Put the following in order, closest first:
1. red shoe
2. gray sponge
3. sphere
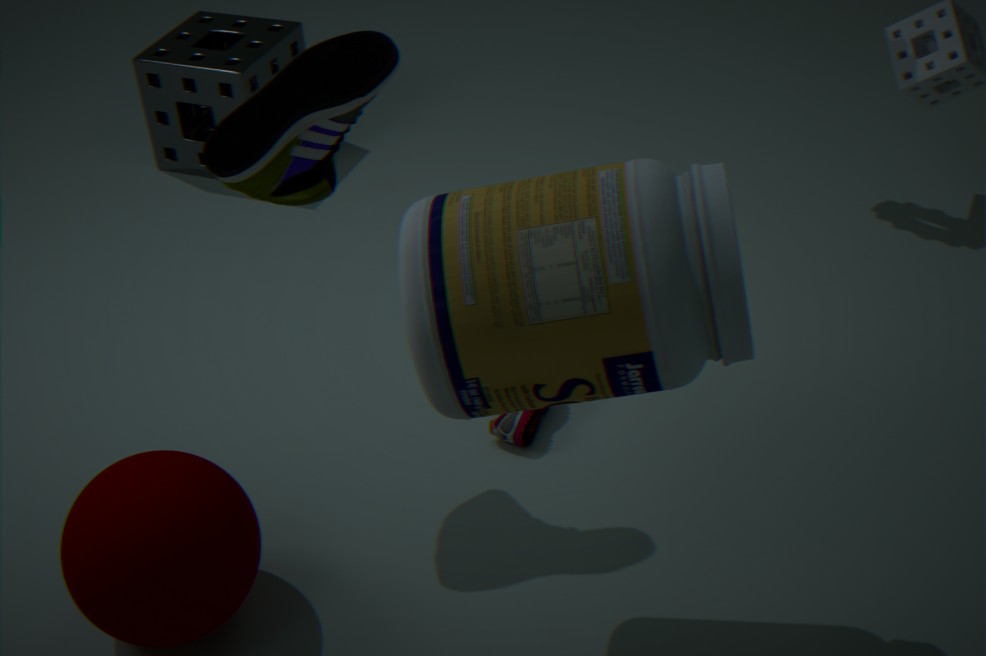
sphere
red shoe
gray sponge
